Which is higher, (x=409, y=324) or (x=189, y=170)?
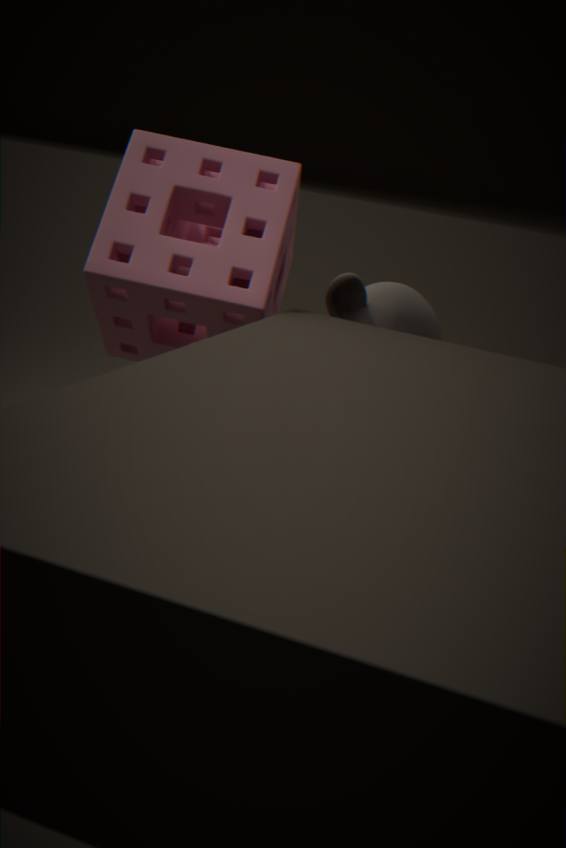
(x=189, y=170)
